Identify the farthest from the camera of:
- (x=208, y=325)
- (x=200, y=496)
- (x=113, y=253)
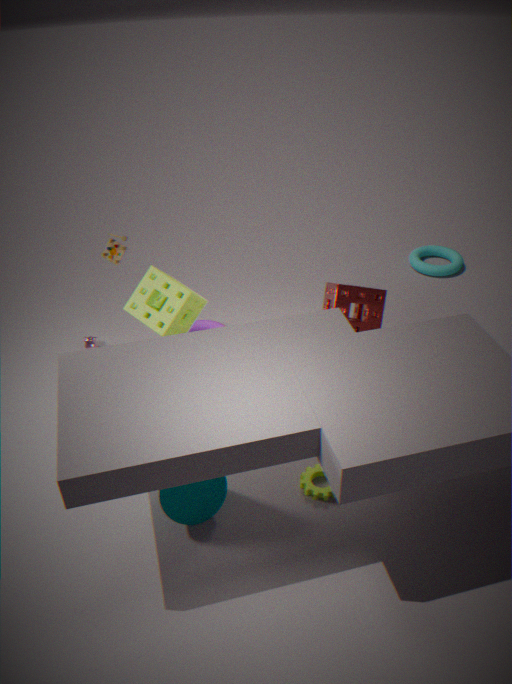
(x=208, y=325)
